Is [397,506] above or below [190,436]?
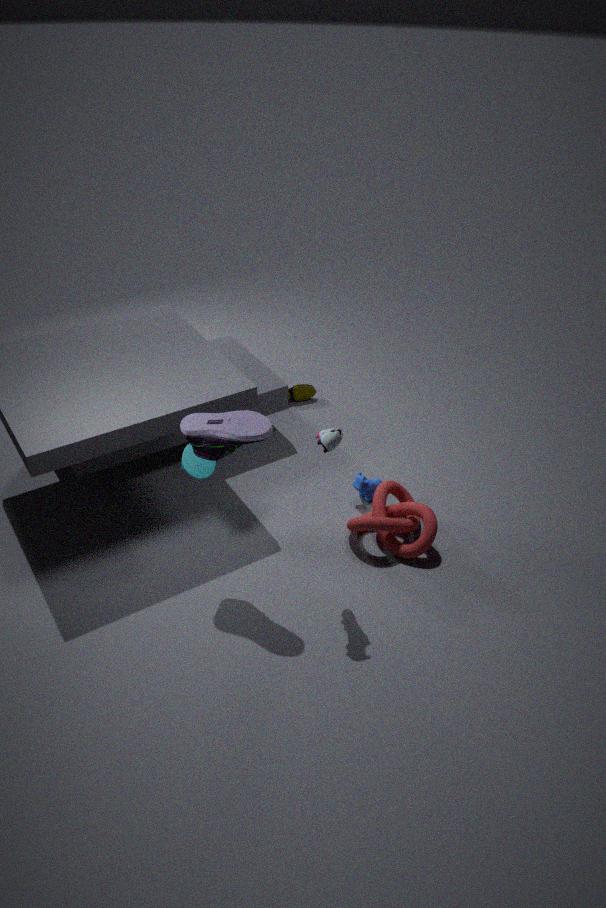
below
